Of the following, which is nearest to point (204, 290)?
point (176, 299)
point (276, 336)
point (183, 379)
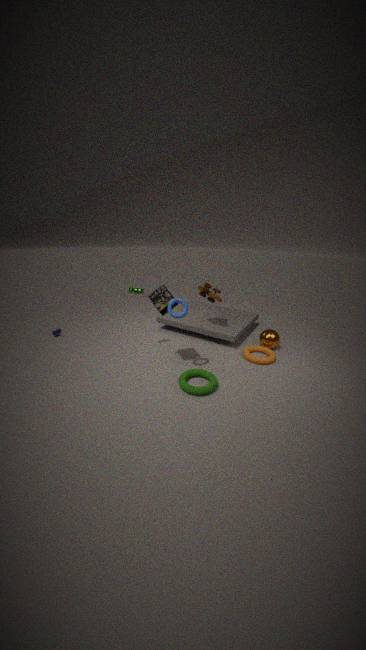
point (276, 336)
